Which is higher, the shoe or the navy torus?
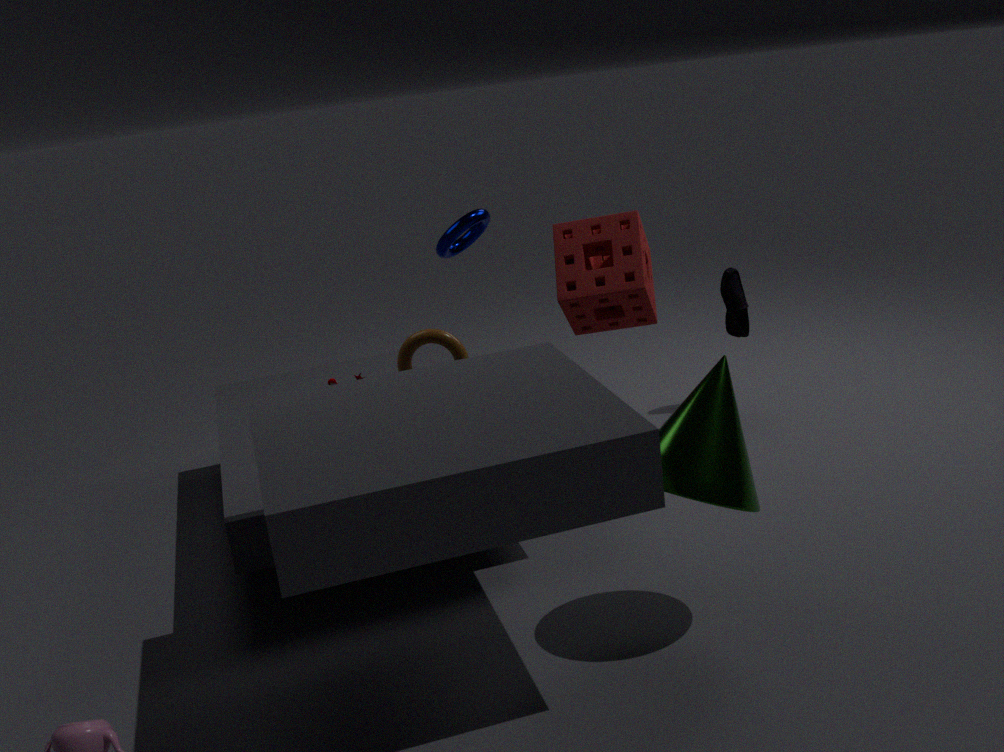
the navy torus
